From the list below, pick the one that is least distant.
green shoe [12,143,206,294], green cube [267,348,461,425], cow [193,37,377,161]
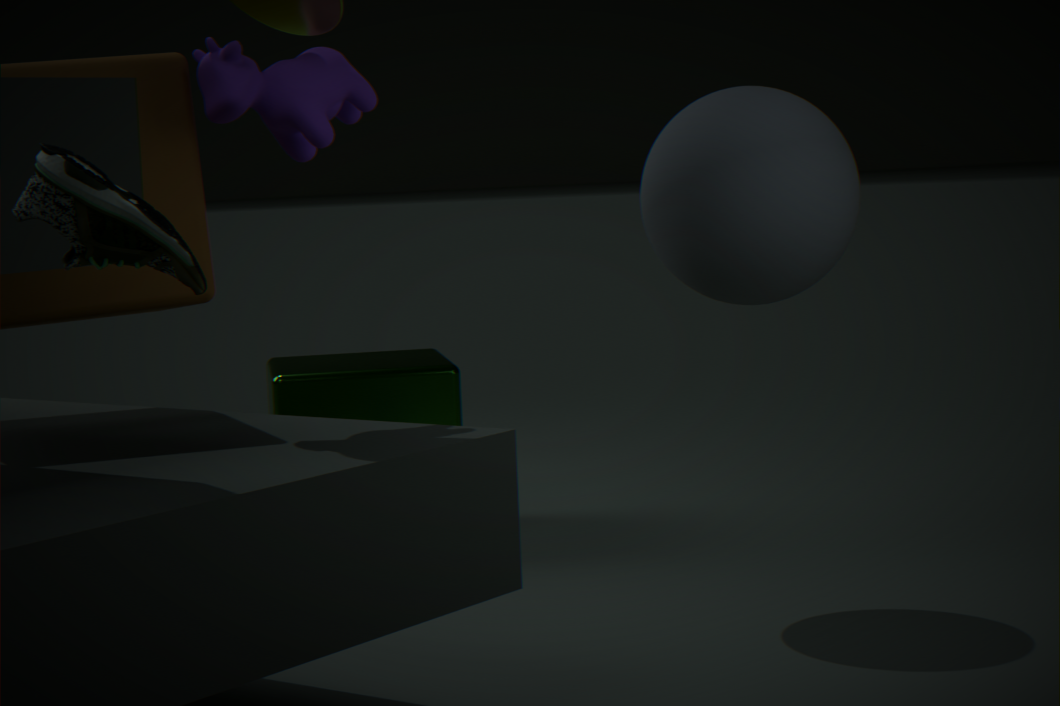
green shoe [12,143,206,294]
